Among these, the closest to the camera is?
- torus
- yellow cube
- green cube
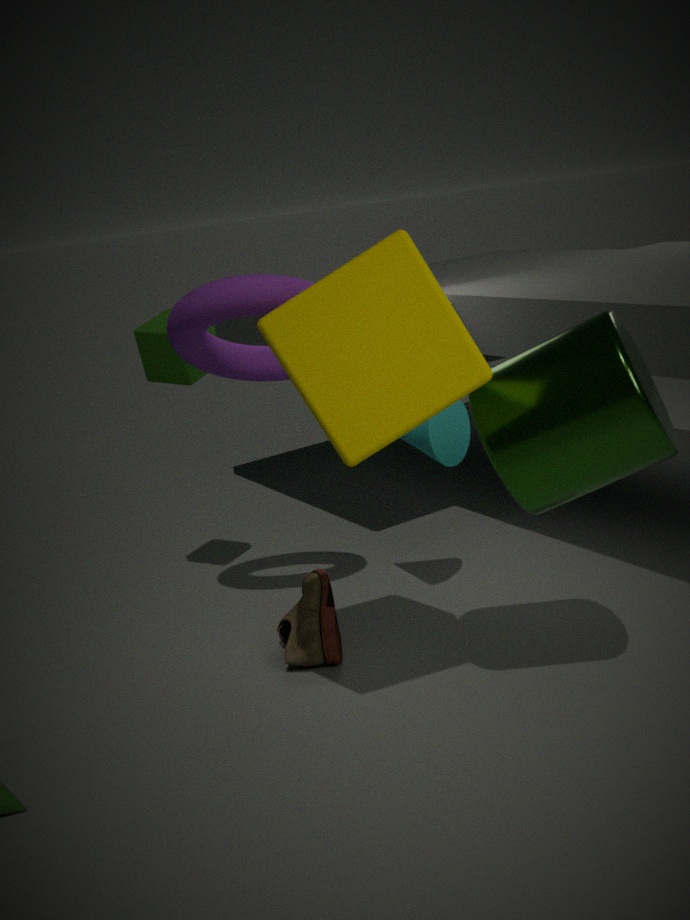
yellow cube
